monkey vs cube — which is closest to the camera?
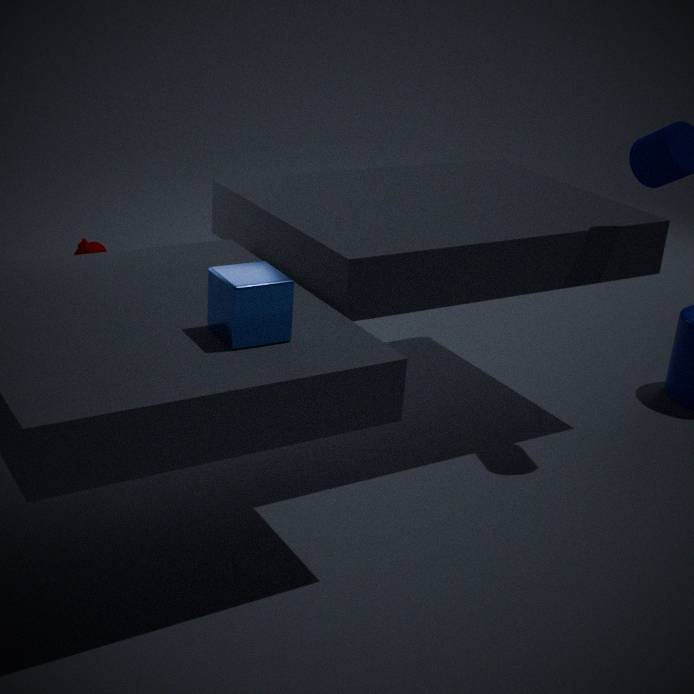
cube
